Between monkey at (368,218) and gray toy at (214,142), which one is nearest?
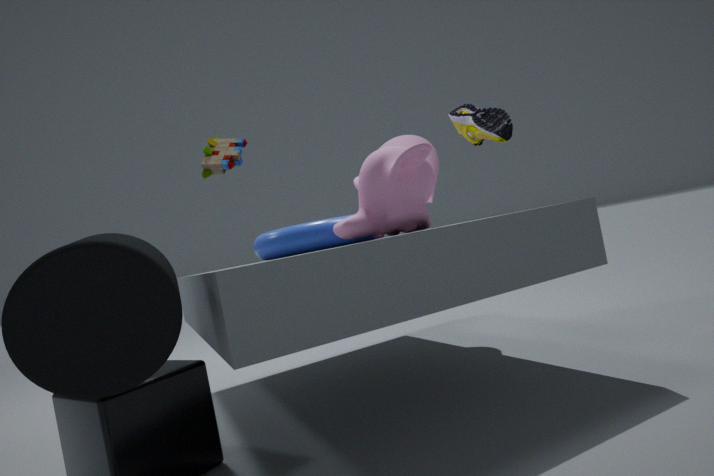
monkey at (368,218)
